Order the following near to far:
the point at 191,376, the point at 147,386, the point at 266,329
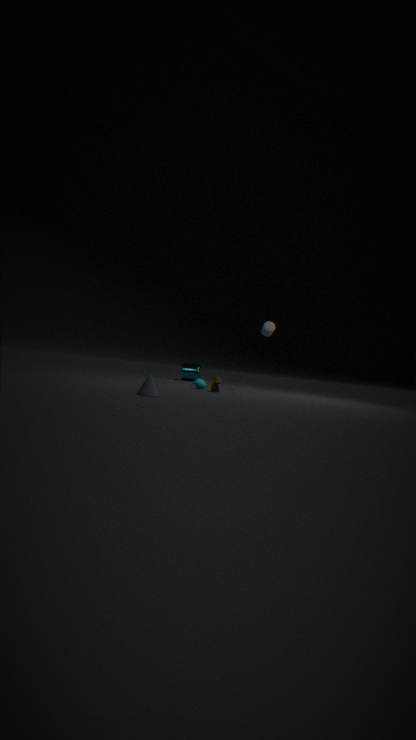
the point at 147,386 → the point at 266,329 → the point at 191,376
